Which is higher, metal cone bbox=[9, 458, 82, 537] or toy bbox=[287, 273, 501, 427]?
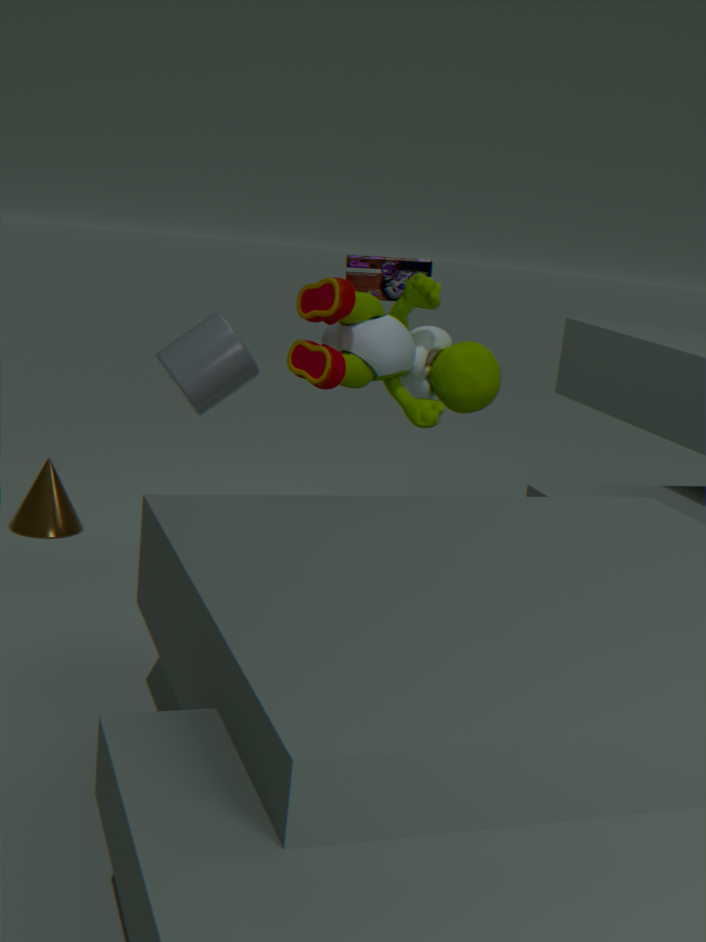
toy bbox=[287, 273, 501, 427]
